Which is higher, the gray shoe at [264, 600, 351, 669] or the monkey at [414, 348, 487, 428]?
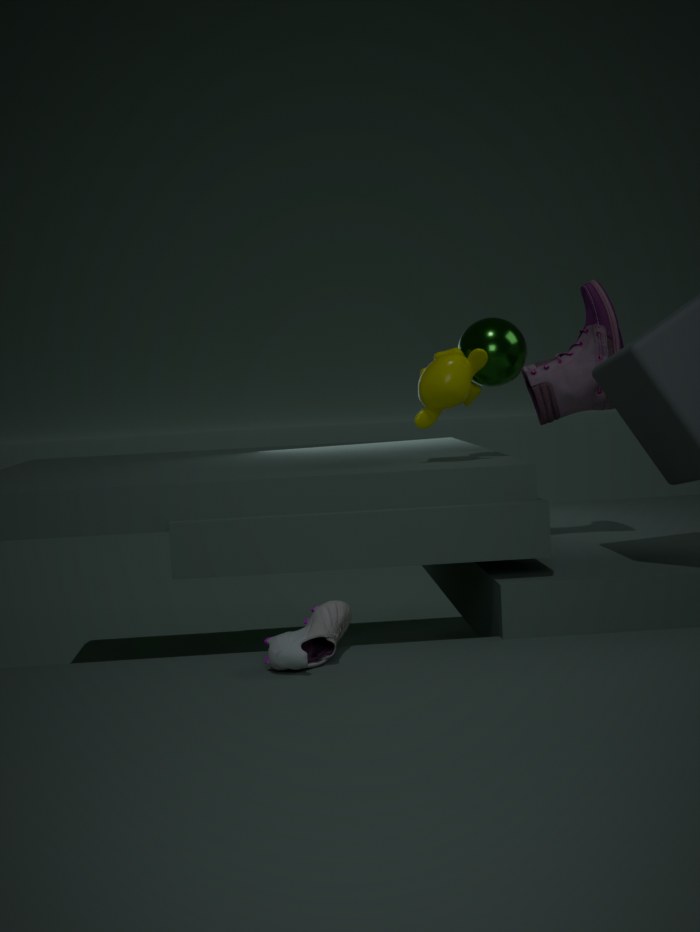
the monkey at [414, 348, 487, 428]
